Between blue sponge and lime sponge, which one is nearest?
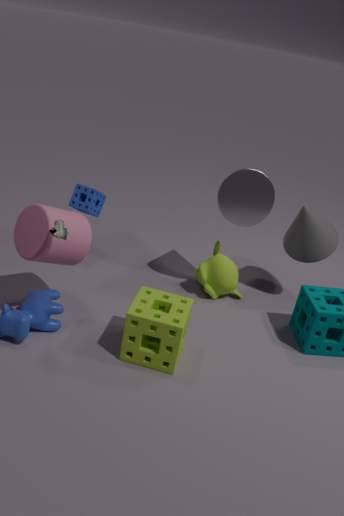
lime sponge
